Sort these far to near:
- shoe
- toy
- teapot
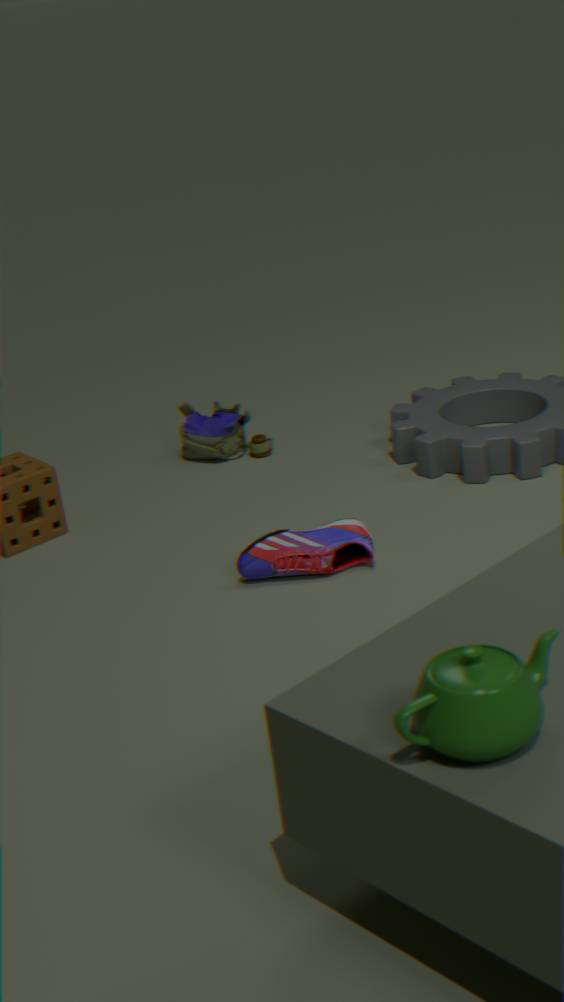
toy, shoe, teapot
